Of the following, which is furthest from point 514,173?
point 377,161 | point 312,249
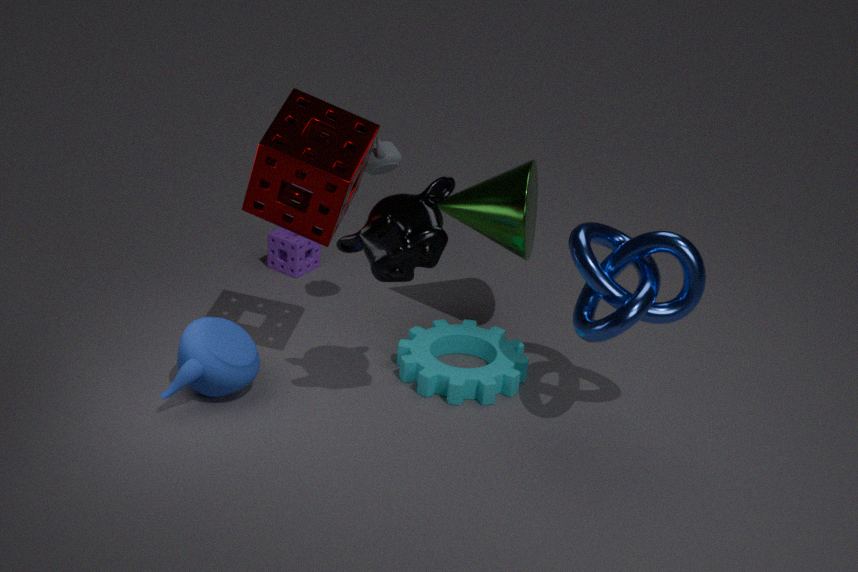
point 312,249
